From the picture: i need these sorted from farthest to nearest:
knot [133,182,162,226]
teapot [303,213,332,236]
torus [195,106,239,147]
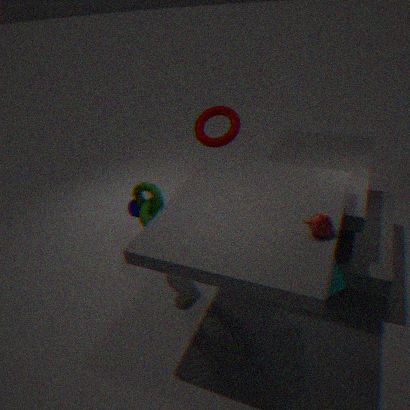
1. torus [195,106,239,147]
2. knot [133,182,162,226]
3. teapot [303,213,332,236]
